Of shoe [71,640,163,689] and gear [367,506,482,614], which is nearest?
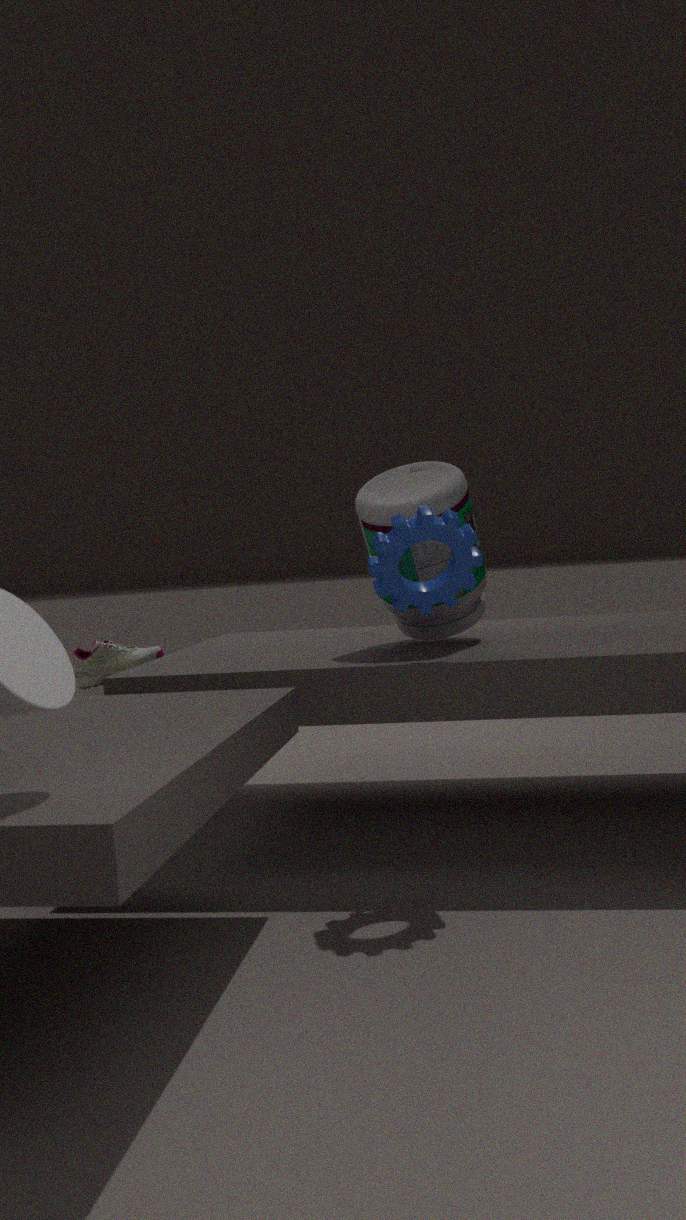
gear [367,506,482,614]
